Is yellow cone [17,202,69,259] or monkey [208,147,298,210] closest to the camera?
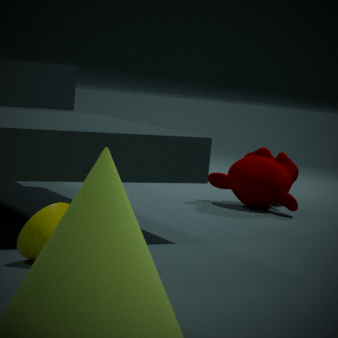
yellow cone [17,202,69,259]
